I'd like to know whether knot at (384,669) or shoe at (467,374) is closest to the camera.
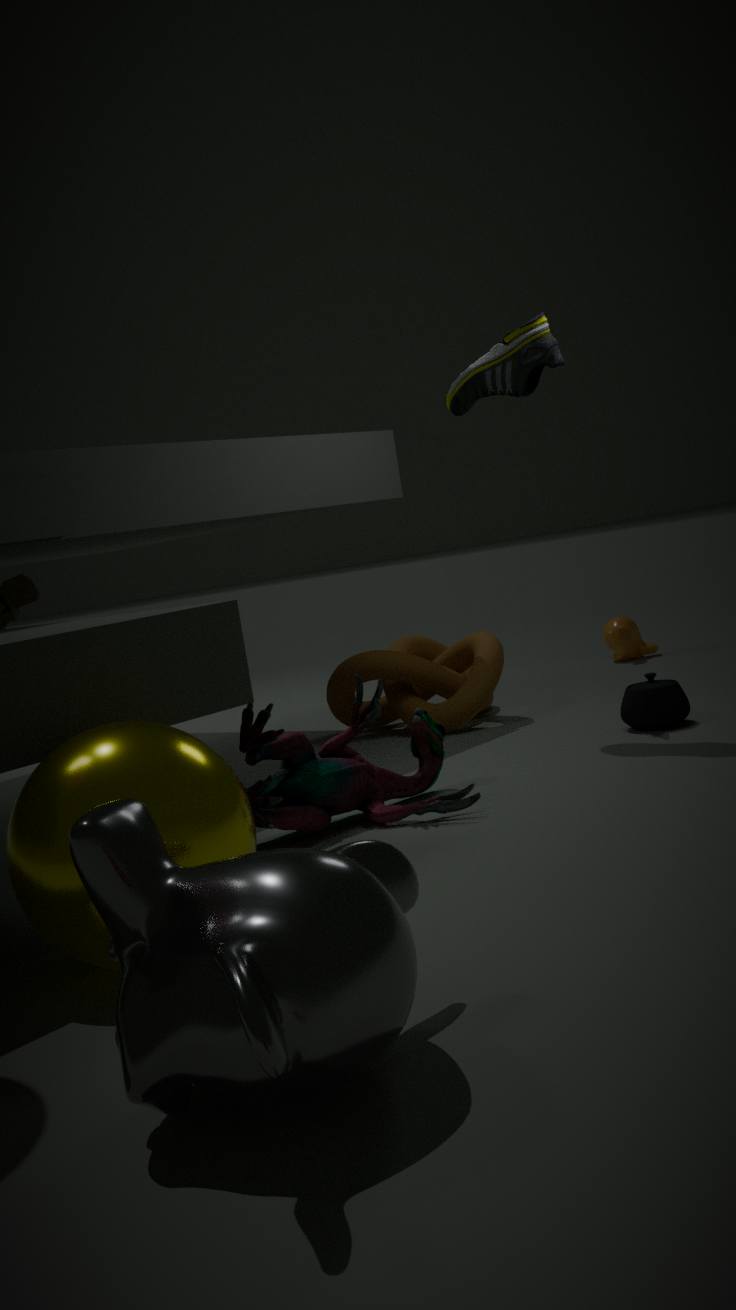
shoe at (467,374)
